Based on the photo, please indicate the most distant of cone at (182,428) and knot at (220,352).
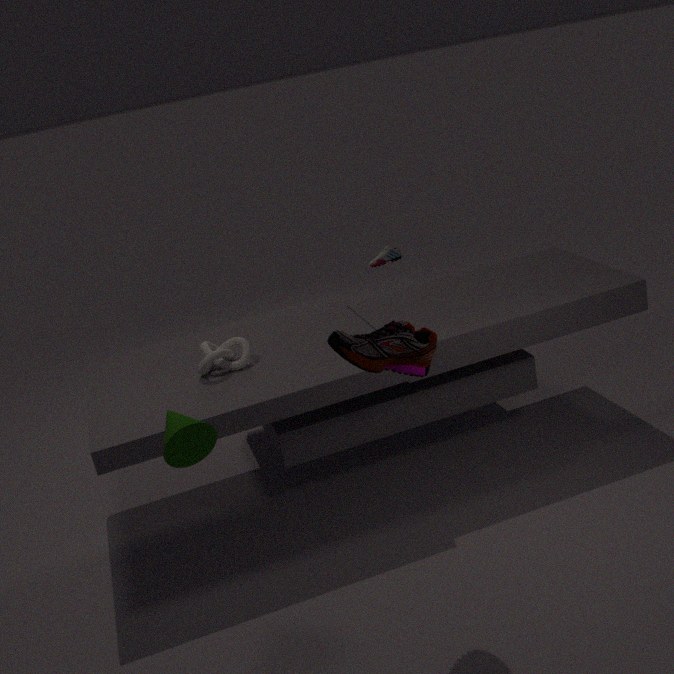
knot at (220,352)
